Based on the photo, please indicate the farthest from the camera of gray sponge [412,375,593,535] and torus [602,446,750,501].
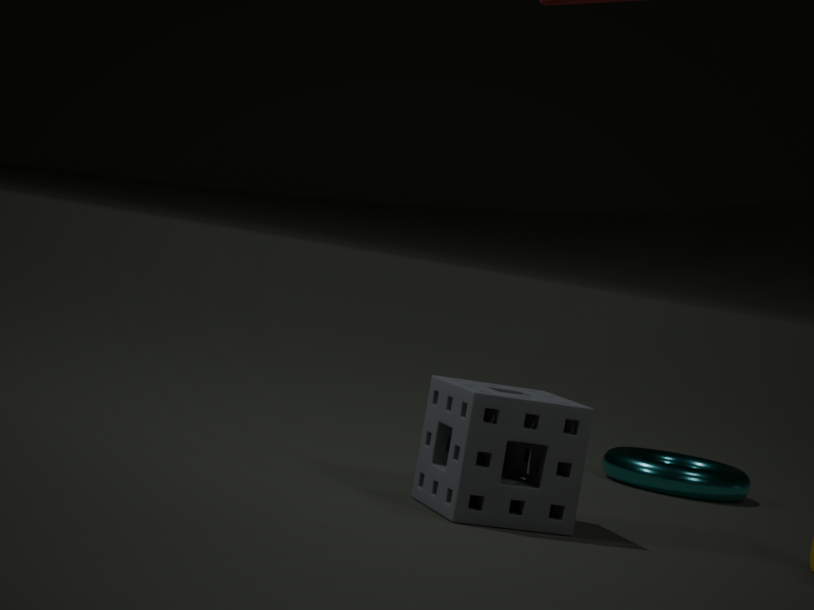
torus [602,446,750,501]
